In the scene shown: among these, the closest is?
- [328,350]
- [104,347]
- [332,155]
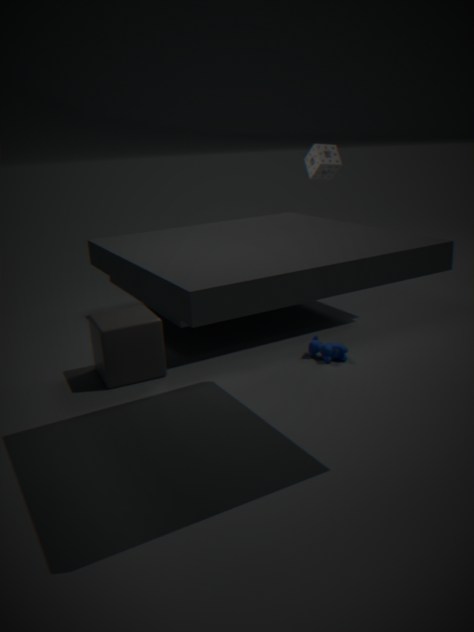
[104,347]
